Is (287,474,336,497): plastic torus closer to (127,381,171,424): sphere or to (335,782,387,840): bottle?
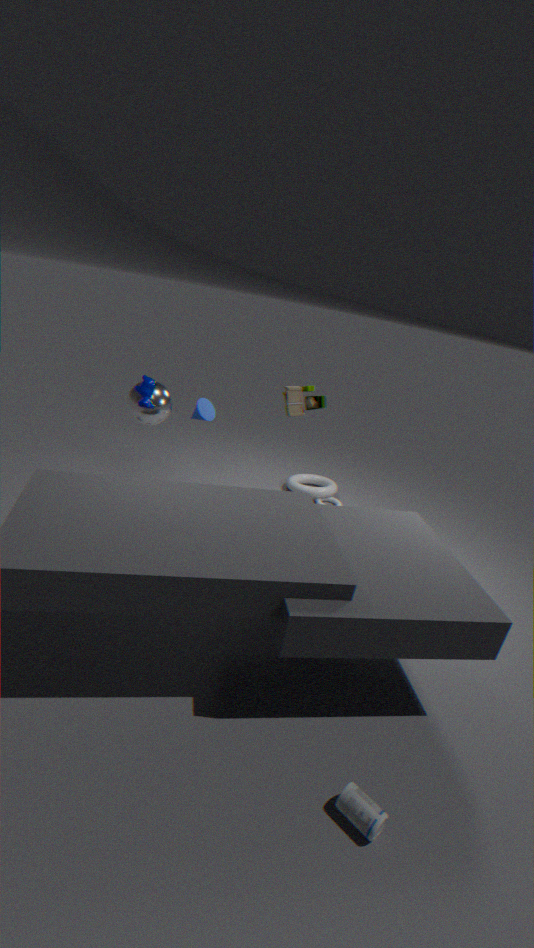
(127,381,171,424): sphere
